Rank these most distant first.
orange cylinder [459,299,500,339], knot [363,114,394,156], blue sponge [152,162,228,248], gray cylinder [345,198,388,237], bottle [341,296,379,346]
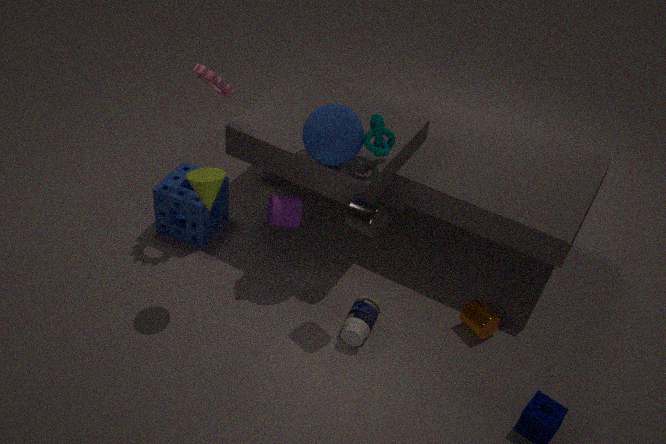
blue sponge [152,162,228,248] < orange cylinder [459,299,500,339] < bottle [341,296,379,346] < knot [363,114,394,156] < gray cylinder [345,198,388,237]
